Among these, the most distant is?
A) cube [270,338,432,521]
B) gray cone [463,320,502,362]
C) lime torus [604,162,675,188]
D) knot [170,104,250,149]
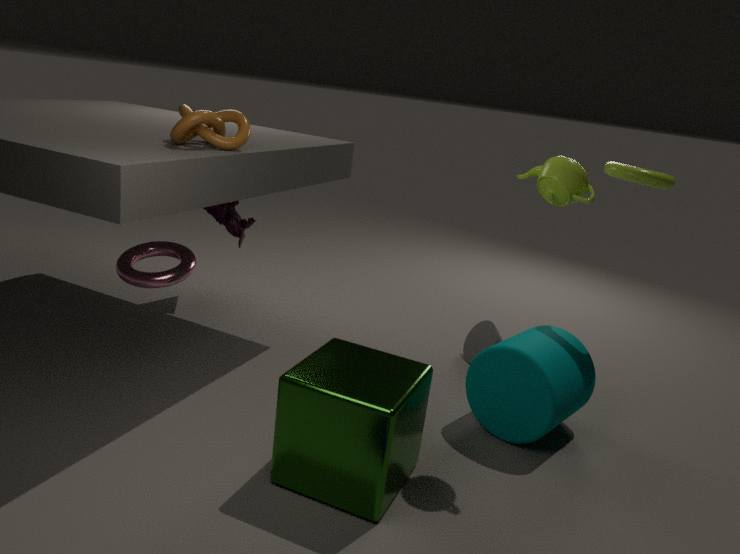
gray cone [463,320,502,362]
